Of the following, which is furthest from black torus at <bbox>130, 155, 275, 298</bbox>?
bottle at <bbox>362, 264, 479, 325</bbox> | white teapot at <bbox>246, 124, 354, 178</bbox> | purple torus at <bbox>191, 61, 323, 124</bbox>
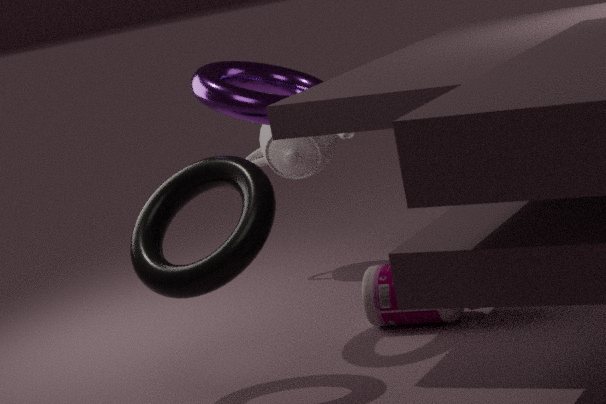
white teapot at <bbox>246, 124, 354, 178</bbox>
